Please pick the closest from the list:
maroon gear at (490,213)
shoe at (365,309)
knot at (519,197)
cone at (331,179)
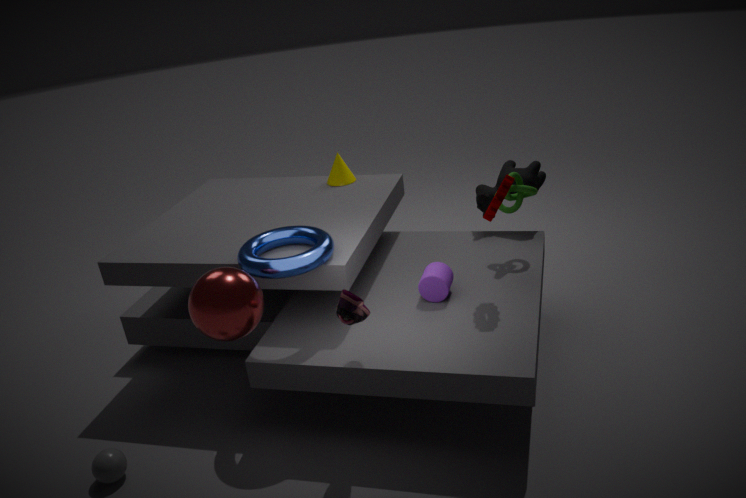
shoe at (365,309)
